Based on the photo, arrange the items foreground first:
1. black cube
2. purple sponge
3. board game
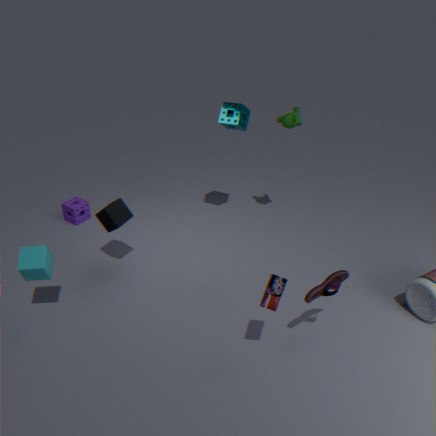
1. board game
2. black cube
3. purple sponge
